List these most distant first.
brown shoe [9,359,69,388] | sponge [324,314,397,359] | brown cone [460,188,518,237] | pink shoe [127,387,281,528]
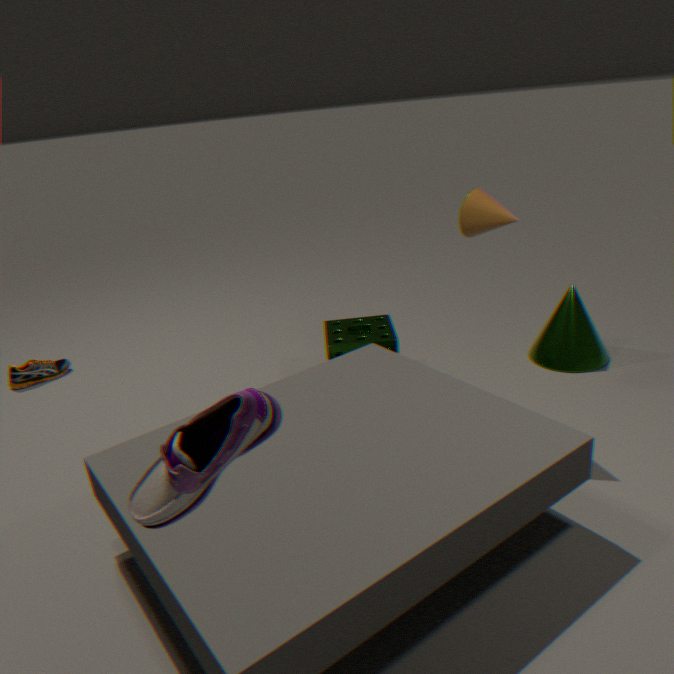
brown shoe [9,359,69,388], sponge [324,314,397,359], brown cone [460,188,518,237], pink shoe [127,387,281,528]
